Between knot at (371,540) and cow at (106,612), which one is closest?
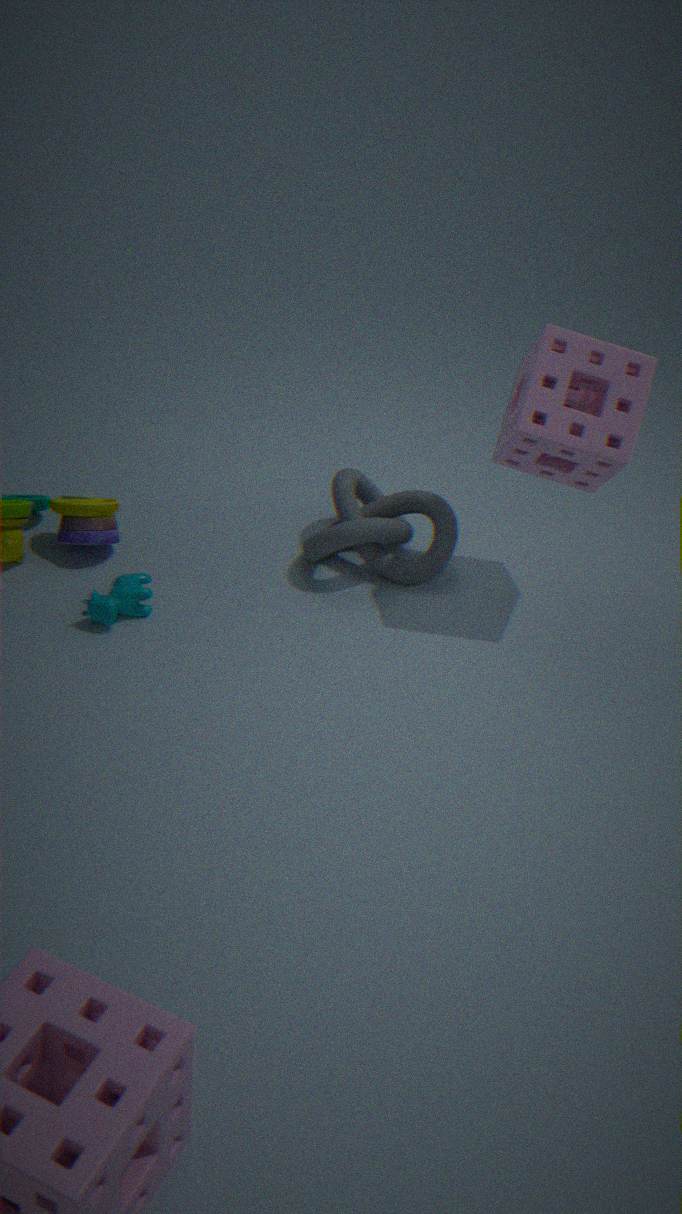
cow at (106,612)
